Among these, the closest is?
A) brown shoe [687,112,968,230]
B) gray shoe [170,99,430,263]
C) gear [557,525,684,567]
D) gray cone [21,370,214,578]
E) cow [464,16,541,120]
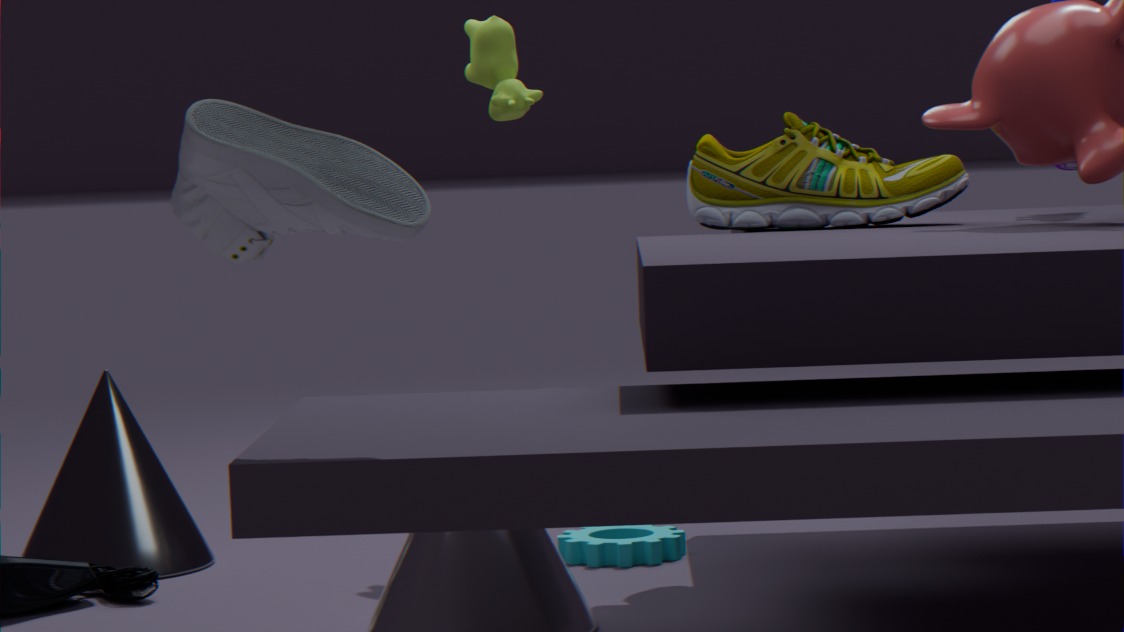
gray shoe [170,99,430,263]
